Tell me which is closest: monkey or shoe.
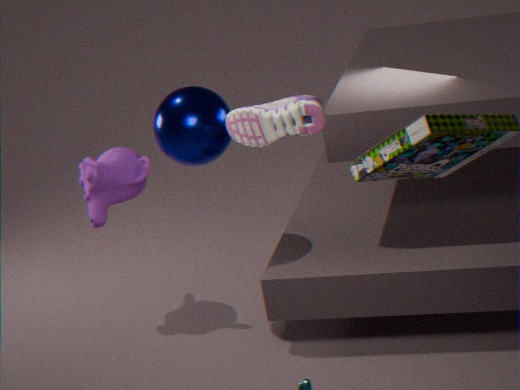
shoe
